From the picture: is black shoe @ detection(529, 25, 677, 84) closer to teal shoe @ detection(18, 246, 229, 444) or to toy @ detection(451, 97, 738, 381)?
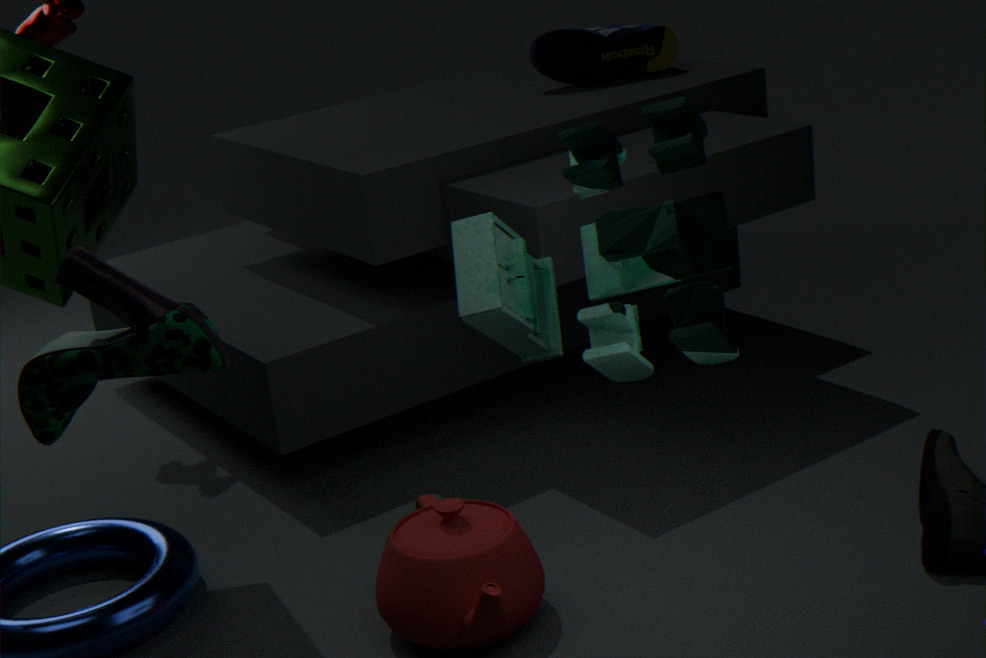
toy @ detection(451, 97, 738, 381)
